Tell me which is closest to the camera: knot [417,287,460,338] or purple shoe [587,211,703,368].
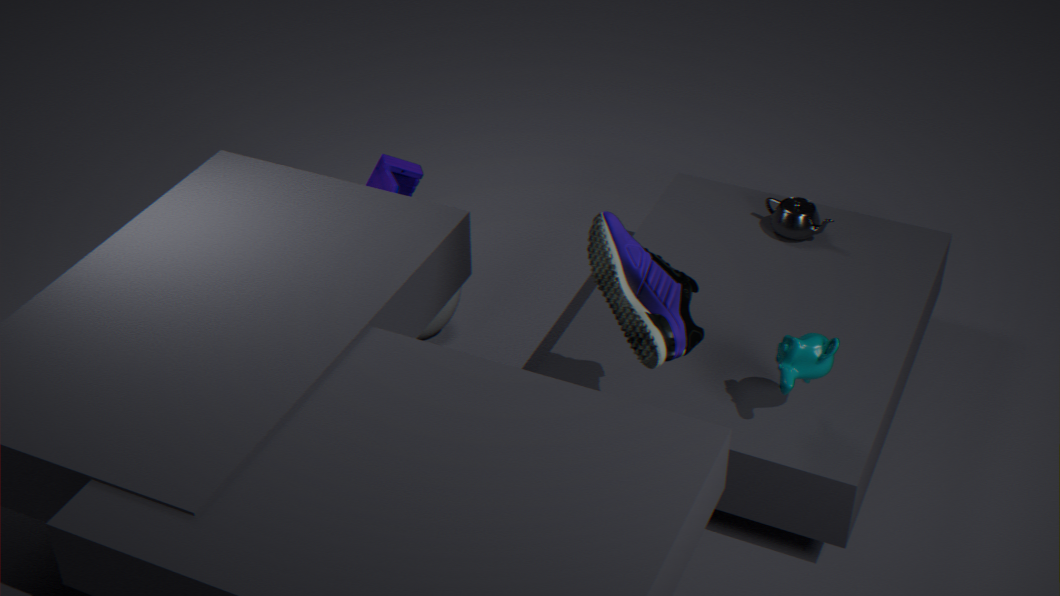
purple shoe [587,211,703,368]
